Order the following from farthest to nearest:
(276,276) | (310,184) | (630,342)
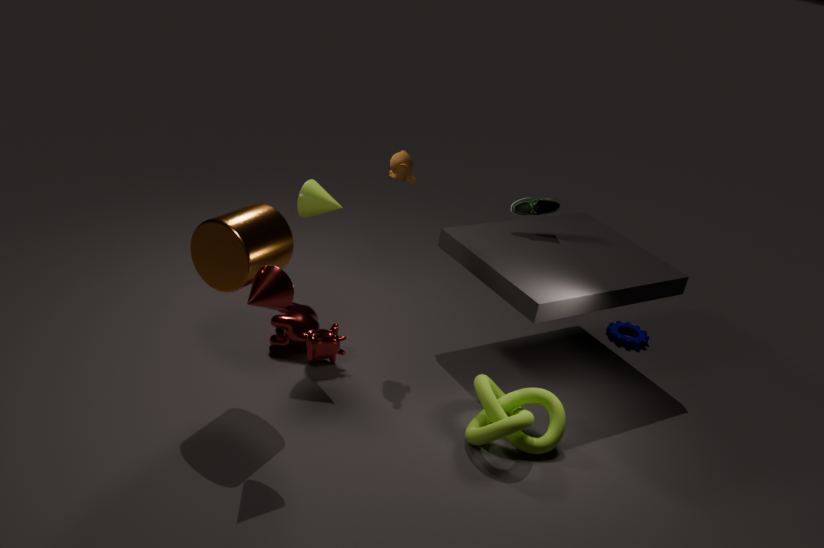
1. (630,342)
2. (310,184)
3. (276,276)
